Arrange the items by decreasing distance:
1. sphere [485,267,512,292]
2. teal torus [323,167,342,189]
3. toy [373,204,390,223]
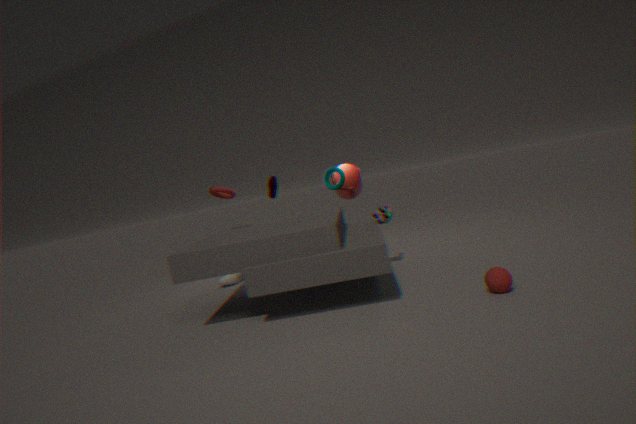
teal torus [323,167,342,189] → toy [373,204,390,223] → sphere [485,267,512,292]
